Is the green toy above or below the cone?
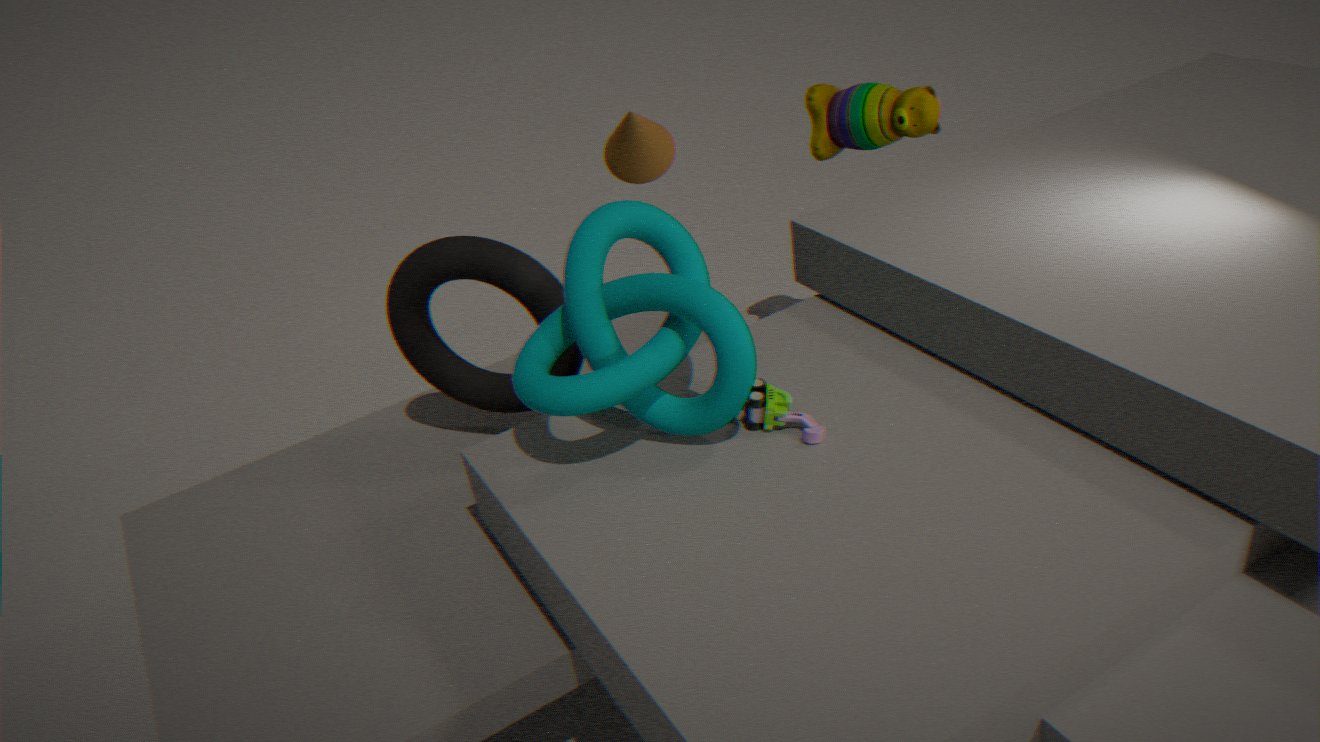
below
